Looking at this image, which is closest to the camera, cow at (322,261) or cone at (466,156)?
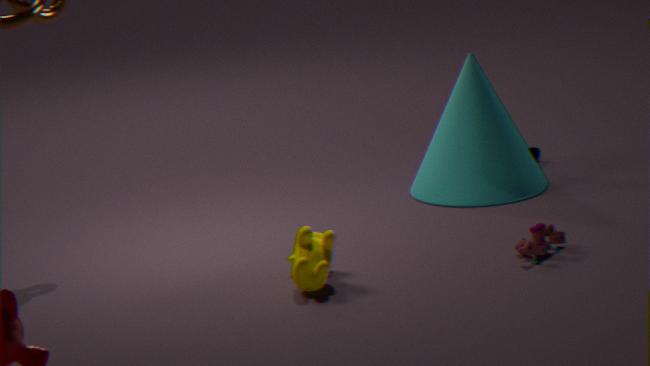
cow at (322,261)
